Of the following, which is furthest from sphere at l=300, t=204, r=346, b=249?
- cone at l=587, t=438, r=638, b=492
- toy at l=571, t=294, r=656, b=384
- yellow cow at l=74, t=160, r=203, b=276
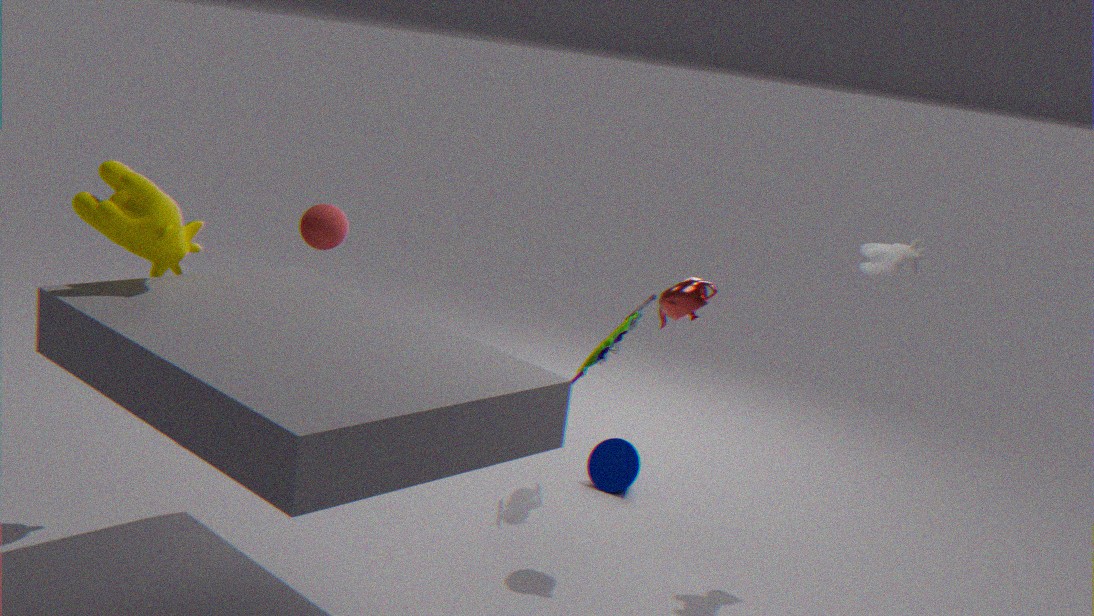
cone at l=587, t=438, r=638, b=492
